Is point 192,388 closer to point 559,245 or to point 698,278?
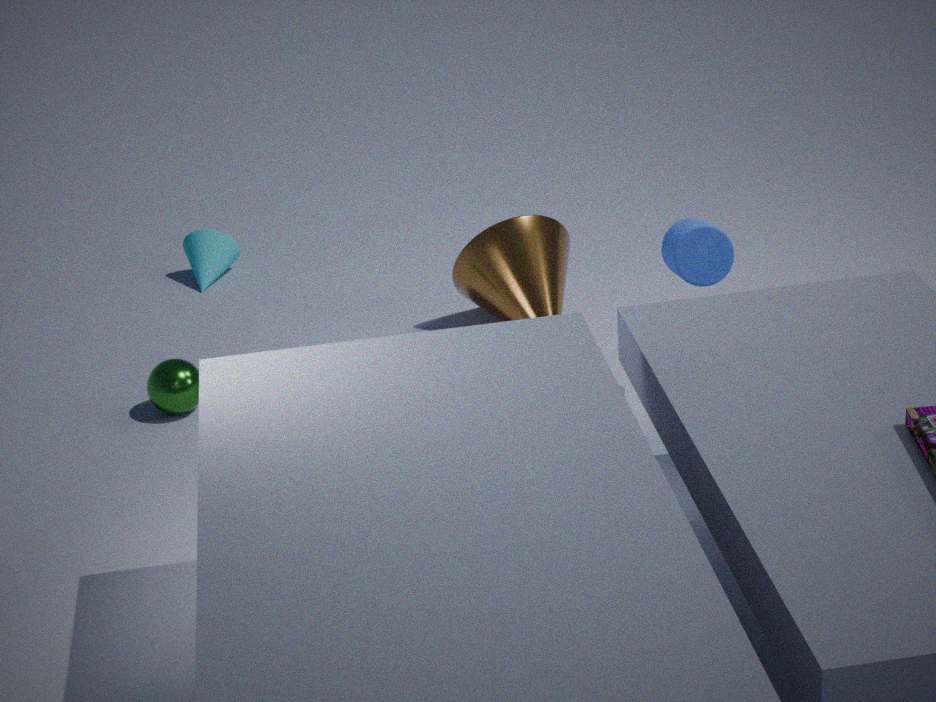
point 559,245
